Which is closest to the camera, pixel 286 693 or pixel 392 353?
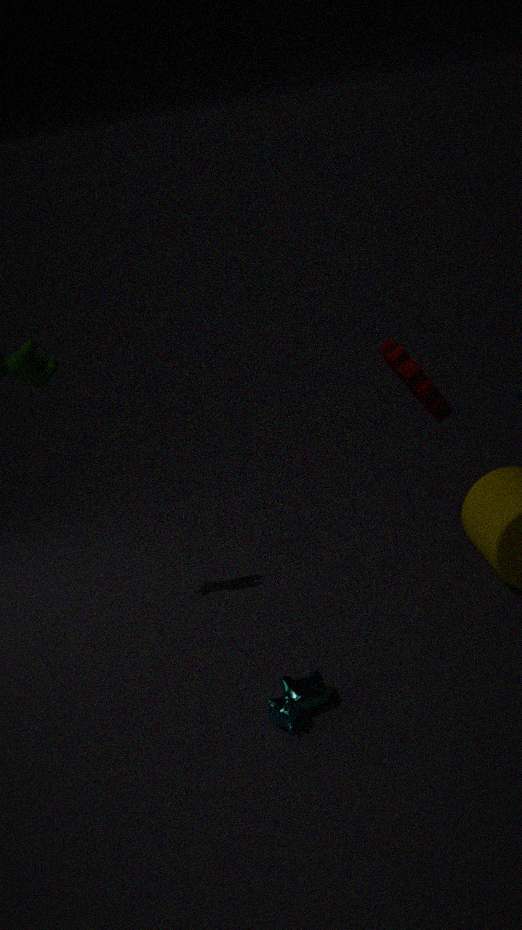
pixel 392 353
